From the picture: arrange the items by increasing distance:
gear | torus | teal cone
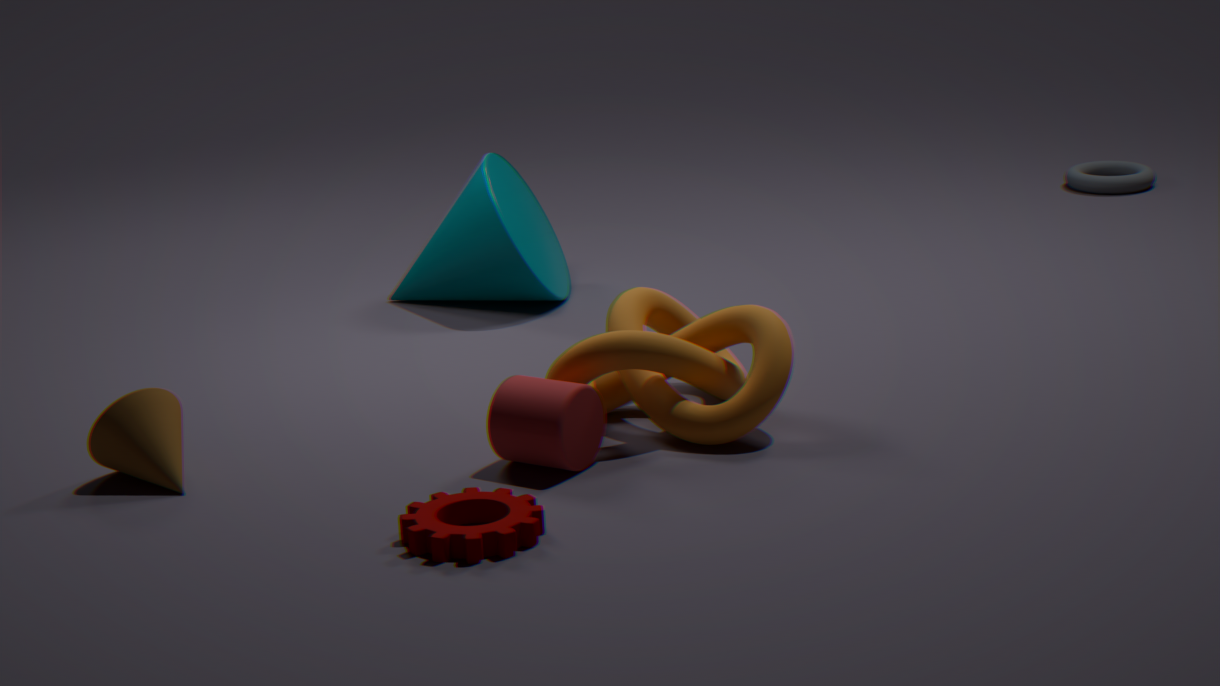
1. gear
2. teal cone
3. torus
